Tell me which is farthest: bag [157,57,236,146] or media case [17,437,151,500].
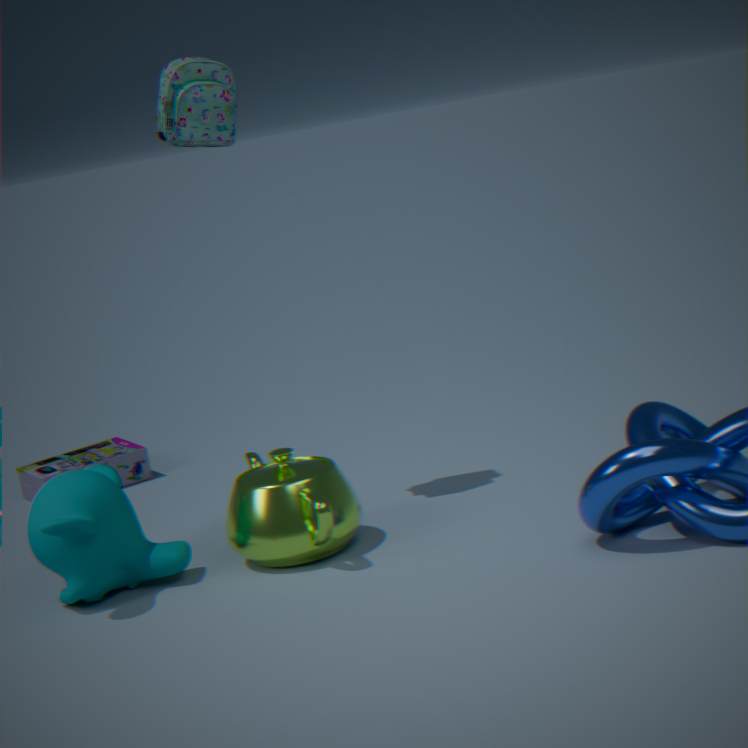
media case [17,437,151,500]
